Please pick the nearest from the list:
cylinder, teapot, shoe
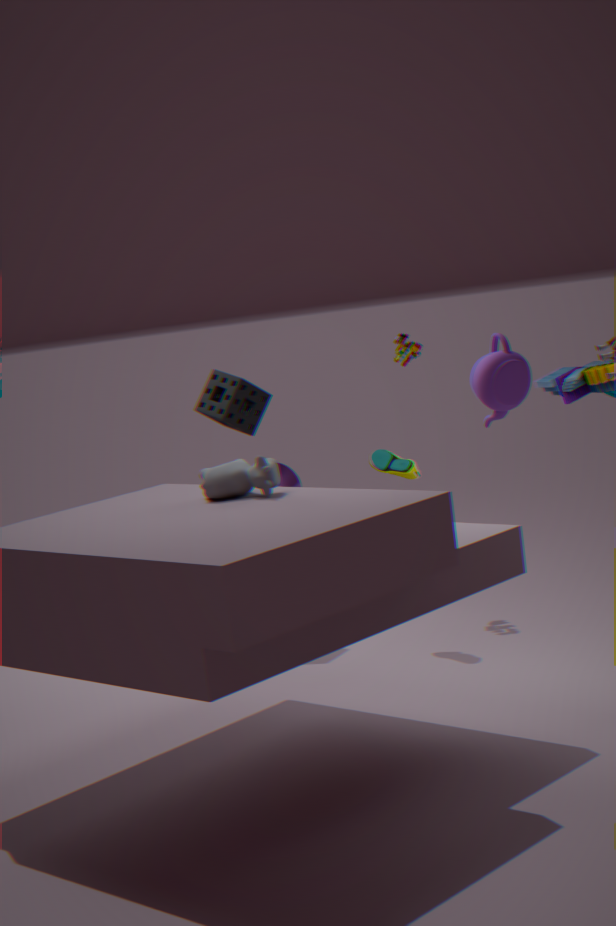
teapot
